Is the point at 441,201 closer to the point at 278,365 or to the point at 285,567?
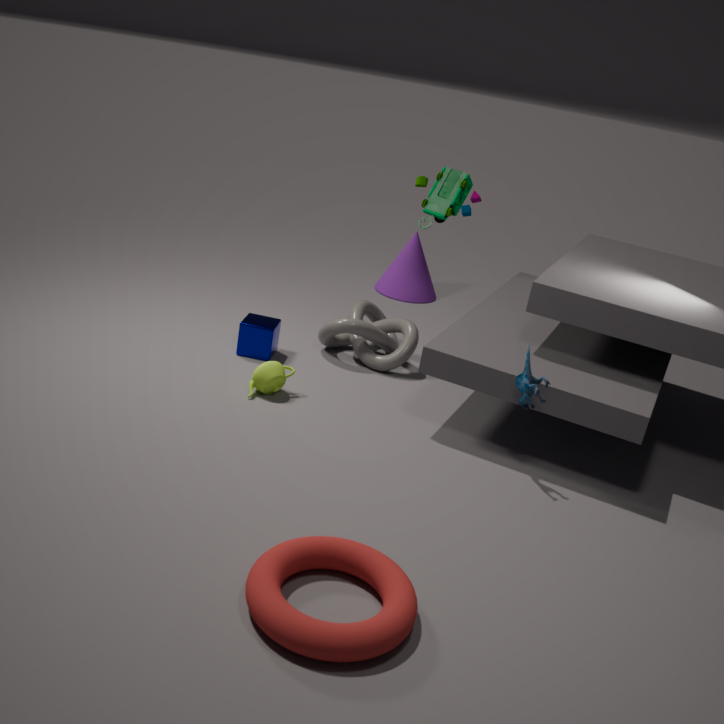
the point at 278,365
